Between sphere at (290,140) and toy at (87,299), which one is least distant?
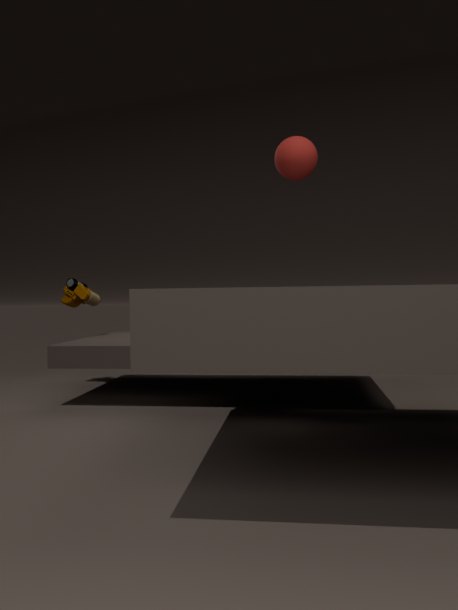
sphere at (290,140)
